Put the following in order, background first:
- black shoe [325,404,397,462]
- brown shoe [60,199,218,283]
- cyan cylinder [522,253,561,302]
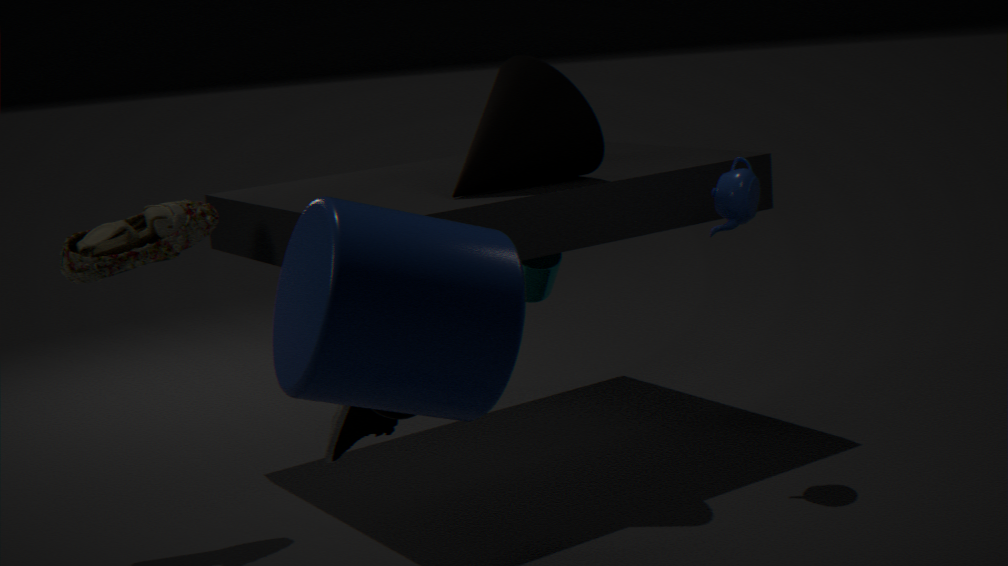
cyan cylinder [522,253,561,302] → brown shoe [60,199,218,283] → black shoe [325,404,397,462]
